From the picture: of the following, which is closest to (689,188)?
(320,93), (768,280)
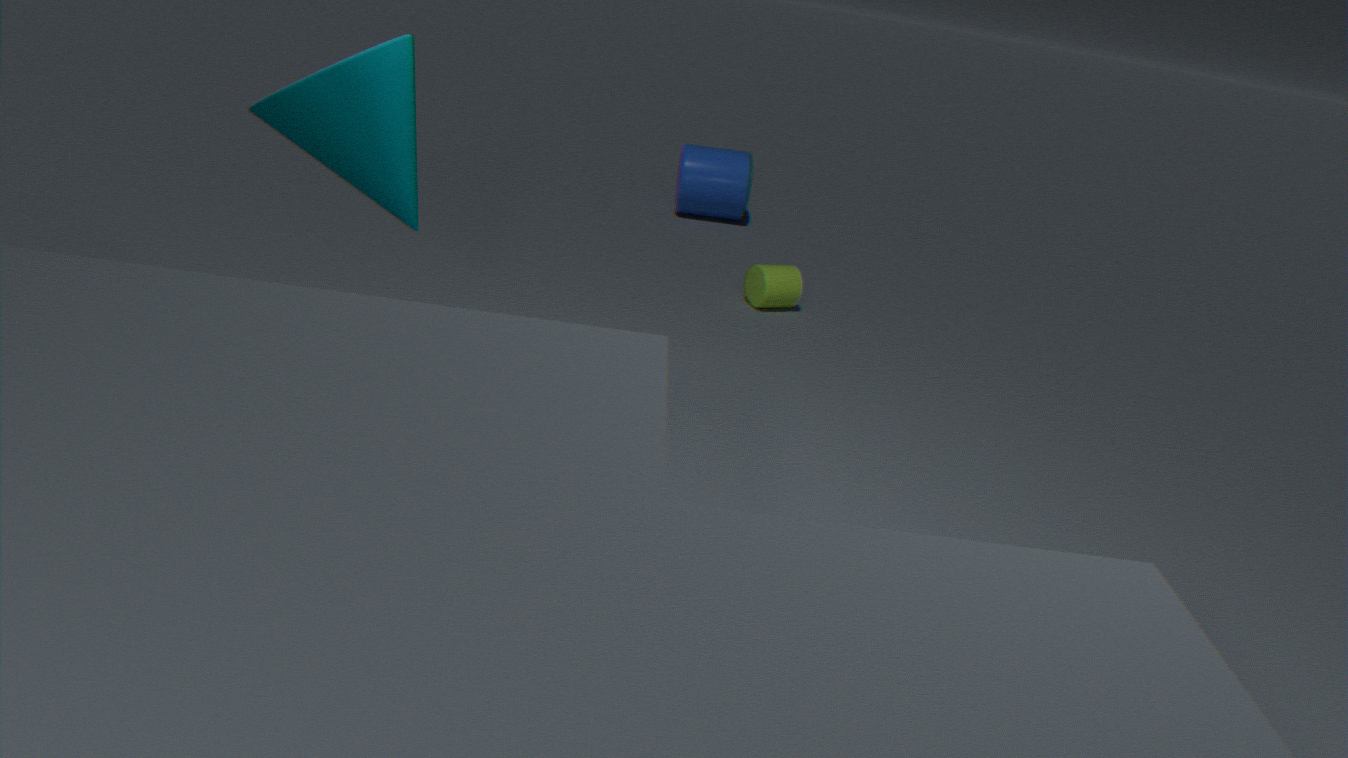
(768,280)
